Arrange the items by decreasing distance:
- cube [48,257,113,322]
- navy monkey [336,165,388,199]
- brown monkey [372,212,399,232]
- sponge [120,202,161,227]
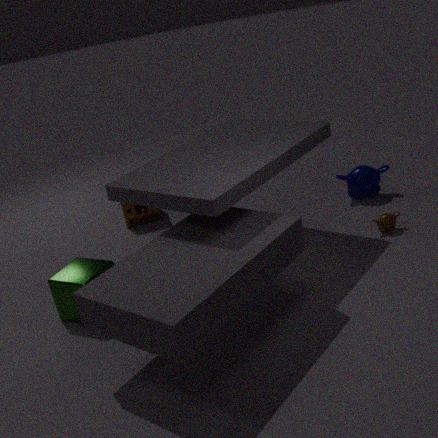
sponge [120,202,161,227]
navy monkey [336,165,388,199]
brown monkey [372,212,399,232]
cube [48,257,113,322]
